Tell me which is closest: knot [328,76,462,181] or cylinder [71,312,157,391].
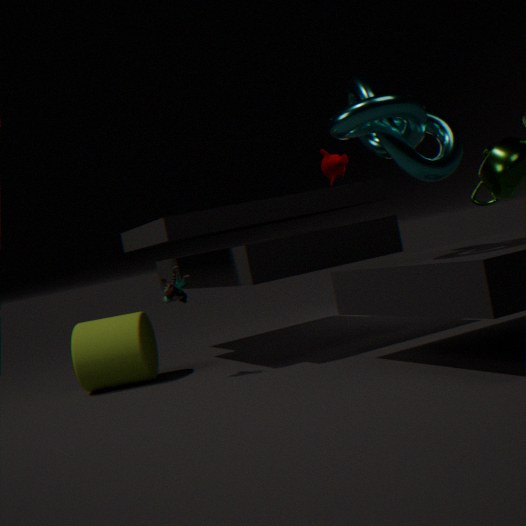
knot [328,76,462,181]
